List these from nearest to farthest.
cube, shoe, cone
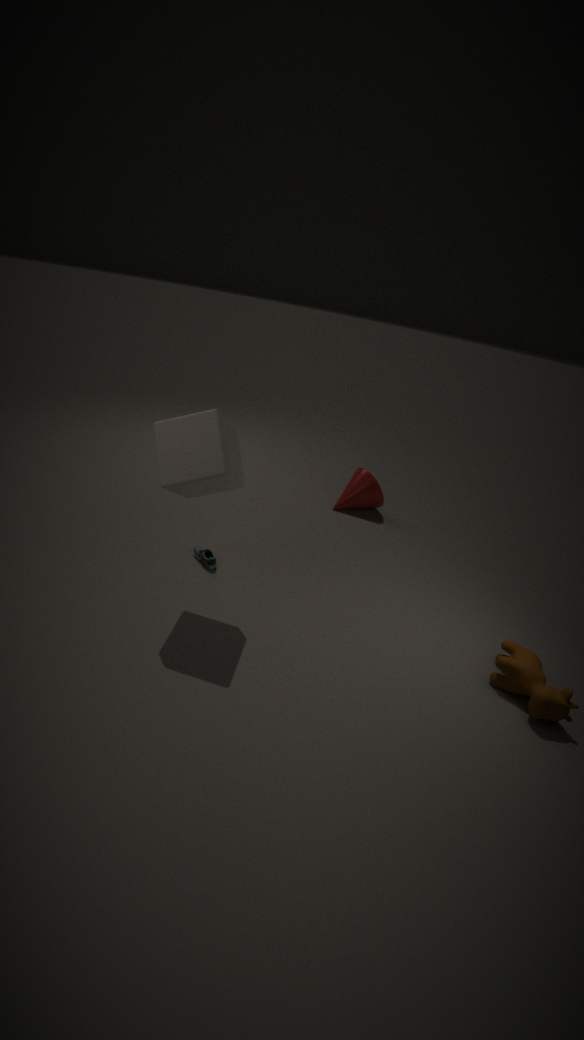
cube
shoe
cone
